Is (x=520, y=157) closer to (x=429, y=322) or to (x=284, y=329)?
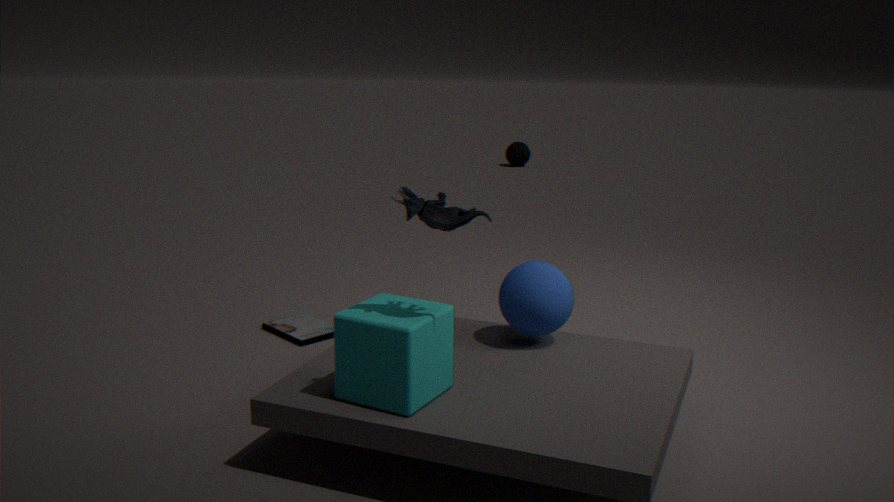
(x=284, y=329)
